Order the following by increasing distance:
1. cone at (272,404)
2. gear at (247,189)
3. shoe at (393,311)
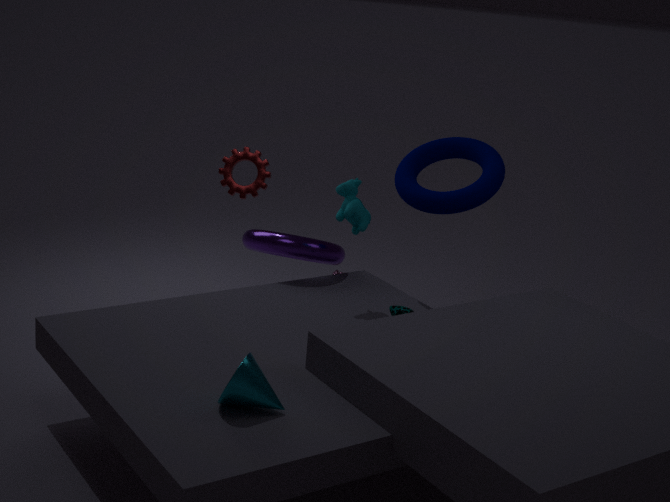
cone at (272,404)
shoe at (393,311)
gear at (247,189)
